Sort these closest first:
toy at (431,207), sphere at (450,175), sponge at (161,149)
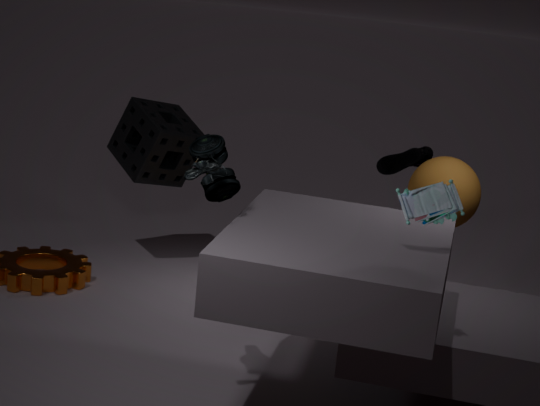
1. toy at (431,207)
2. sphere at (450,175)
3. sponge at (161,149)
